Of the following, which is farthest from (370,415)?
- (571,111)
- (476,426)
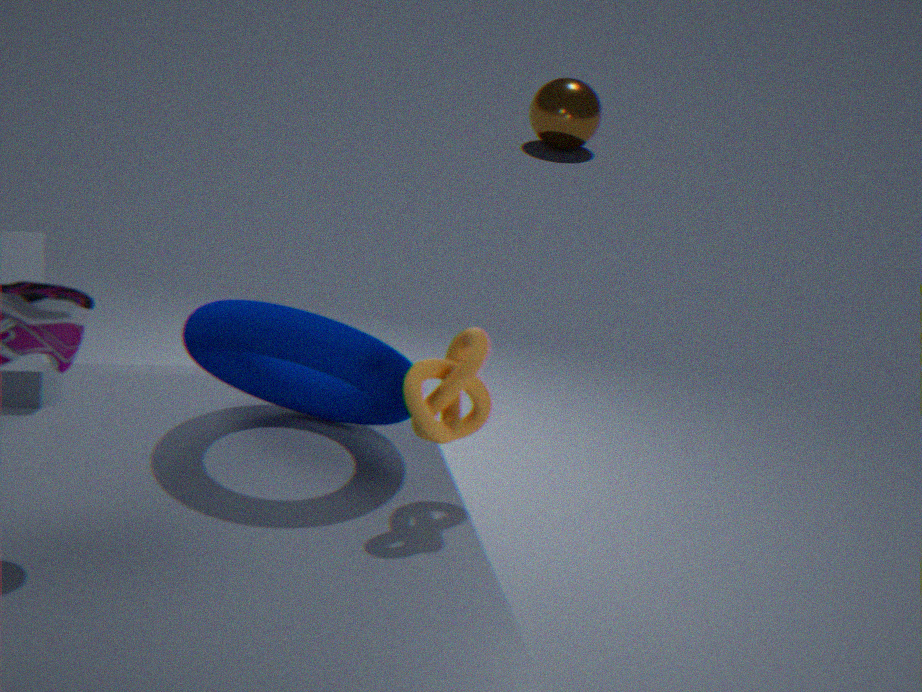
(571,111)
